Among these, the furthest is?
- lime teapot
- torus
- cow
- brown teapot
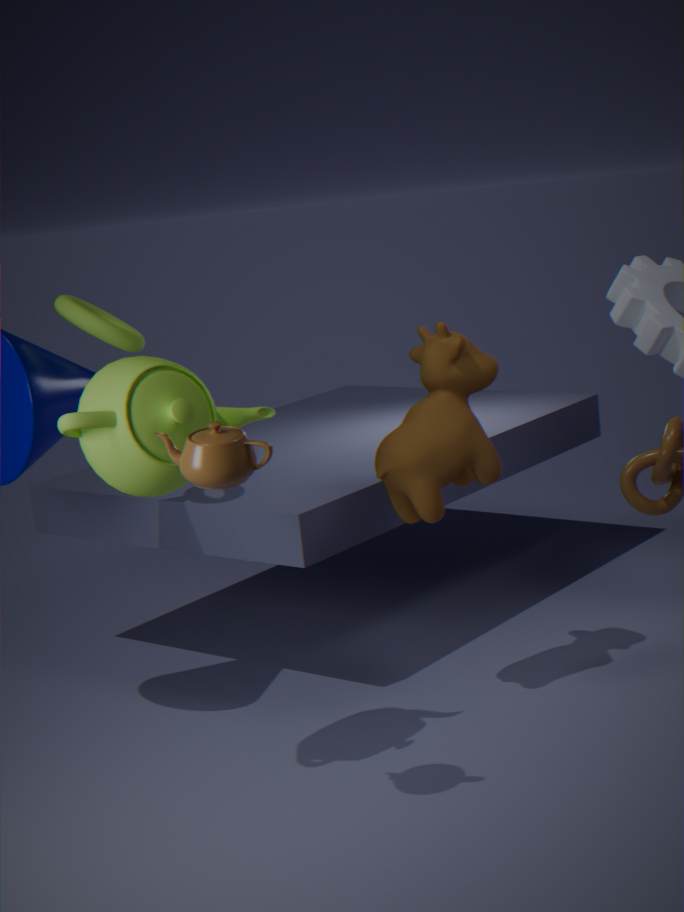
torus
